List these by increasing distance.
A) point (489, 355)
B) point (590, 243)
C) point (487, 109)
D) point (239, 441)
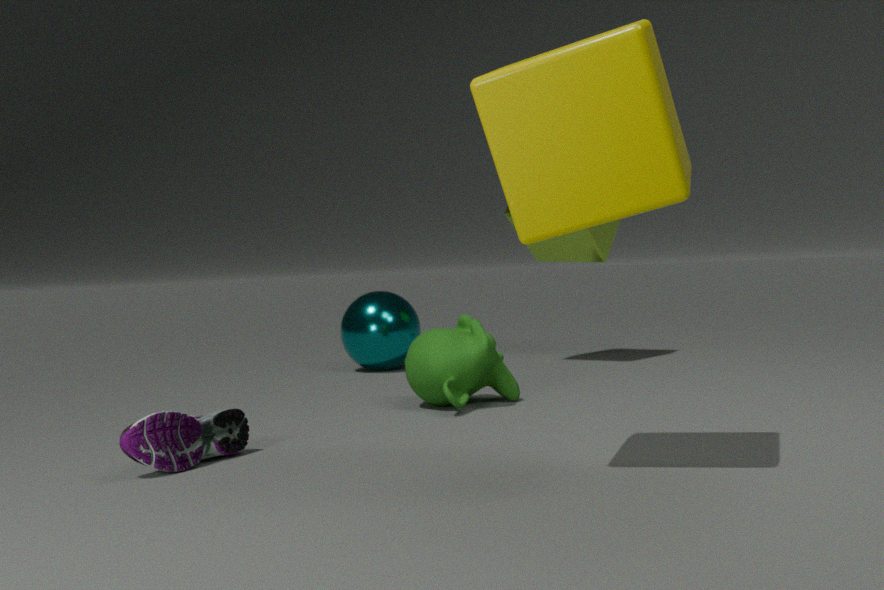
1. point (487, 109)
2. point (239, 441)
3. point (489, 355)
4. point (590, 243)
